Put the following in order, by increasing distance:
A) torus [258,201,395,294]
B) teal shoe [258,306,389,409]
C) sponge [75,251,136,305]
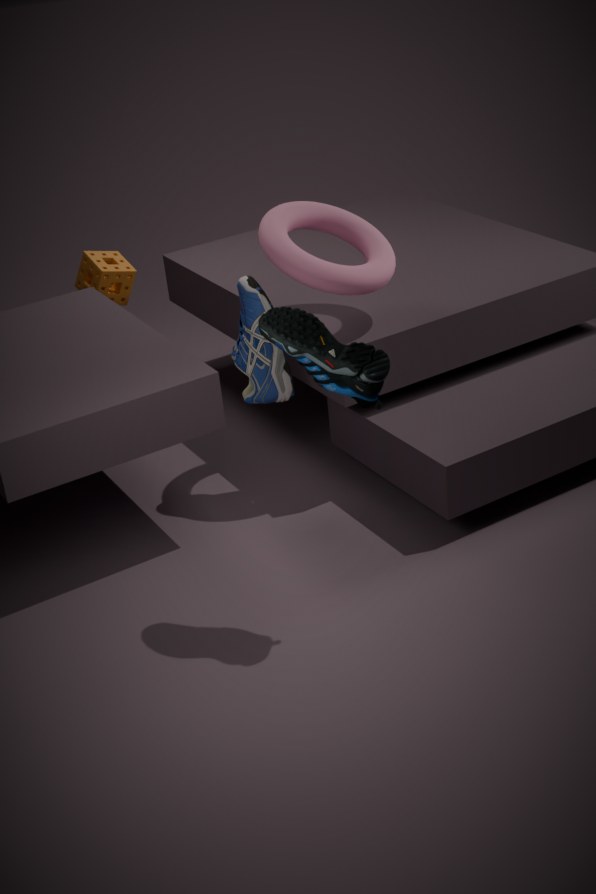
teal shoe [258,306,389,409]
torus [258,201,395,294]
sponge [75,251,136,305]
